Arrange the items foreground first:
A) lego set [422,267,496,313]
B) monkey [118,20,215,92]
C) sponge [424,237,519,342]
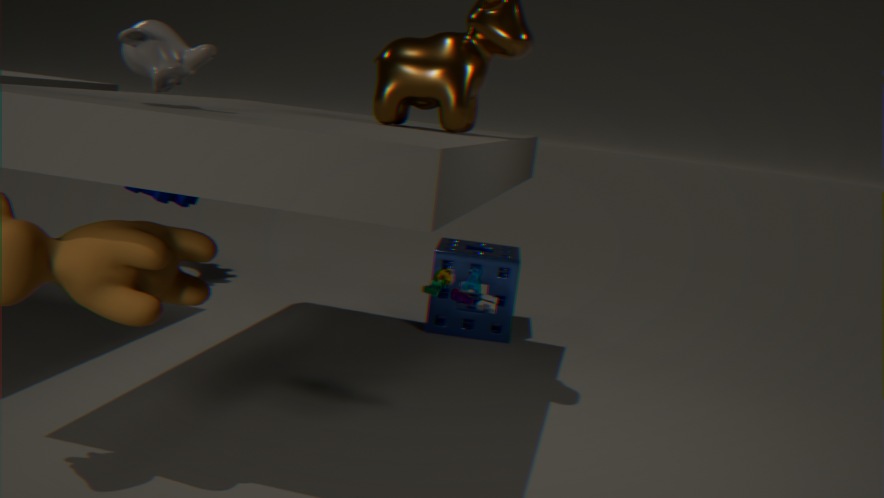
monkey [118,20,215,92] → lego set [422,267,496,313] → sponge [424,237,519,342]
